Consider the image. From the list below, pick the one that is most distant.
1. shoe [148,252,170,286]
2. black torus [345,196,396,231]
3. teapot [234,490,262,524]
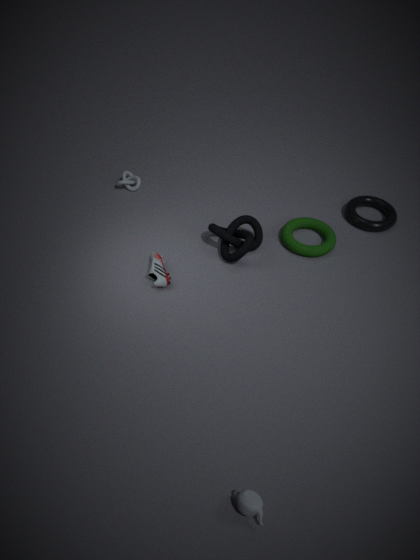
black torus [345,196,396,231]
